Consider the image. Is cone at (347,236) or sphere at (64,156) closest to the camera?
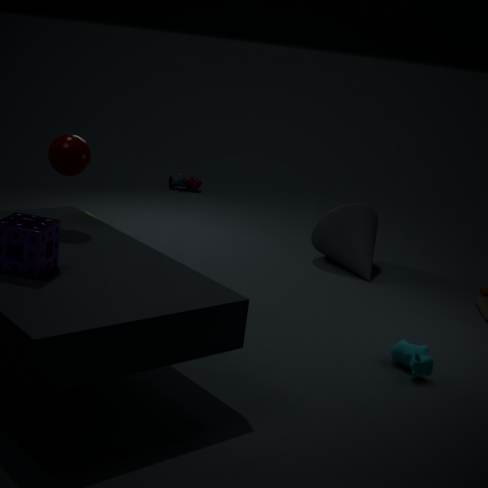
sphere at (64,156)
